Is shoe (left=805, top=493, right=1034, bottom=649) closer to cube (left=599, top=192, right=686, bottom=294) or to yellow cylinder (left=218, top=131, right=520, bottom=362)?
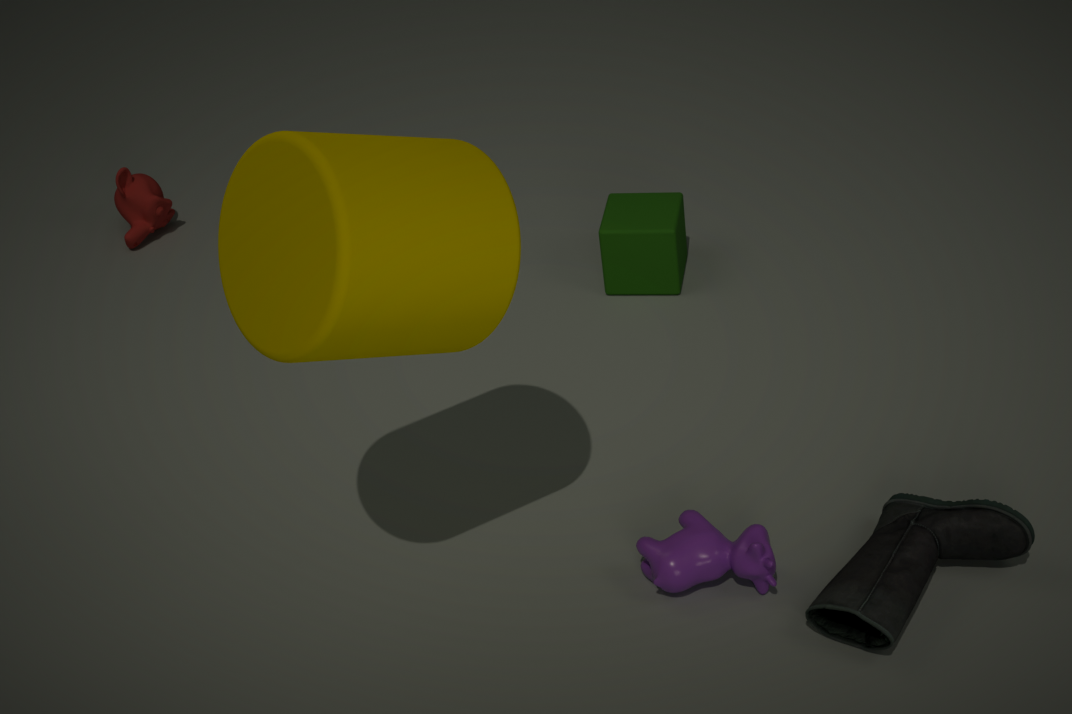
yellow cylinder (left=218, top=131, right=520, bottom=362)
